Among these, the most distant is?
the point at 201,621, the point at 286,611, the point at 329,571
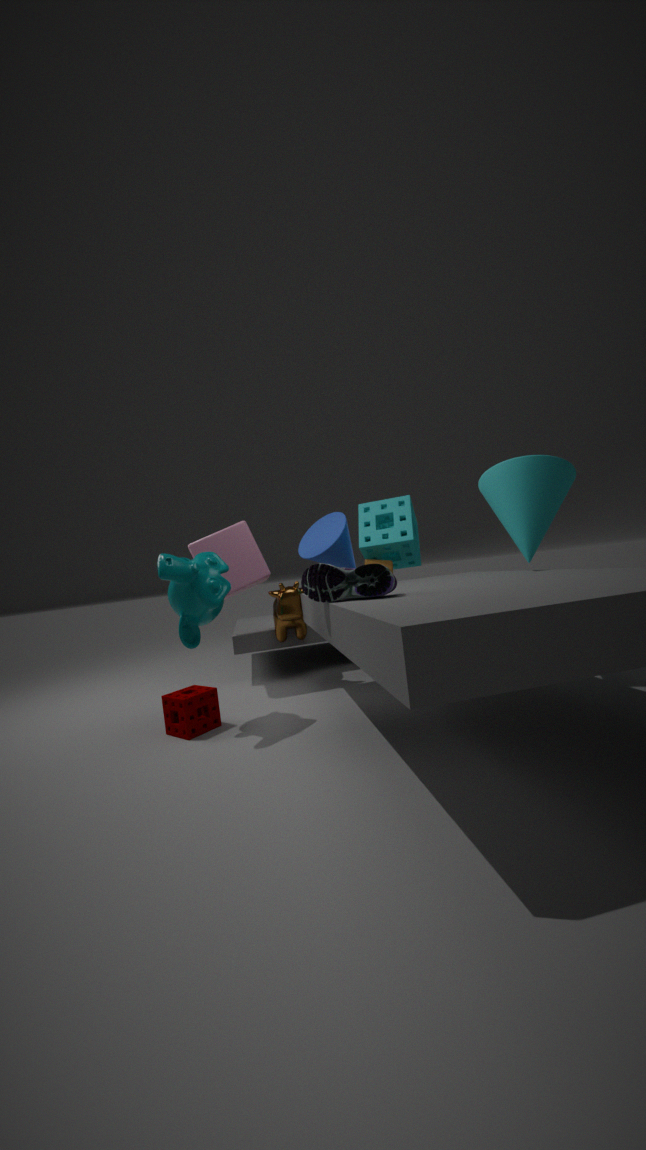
the point at 286,611
